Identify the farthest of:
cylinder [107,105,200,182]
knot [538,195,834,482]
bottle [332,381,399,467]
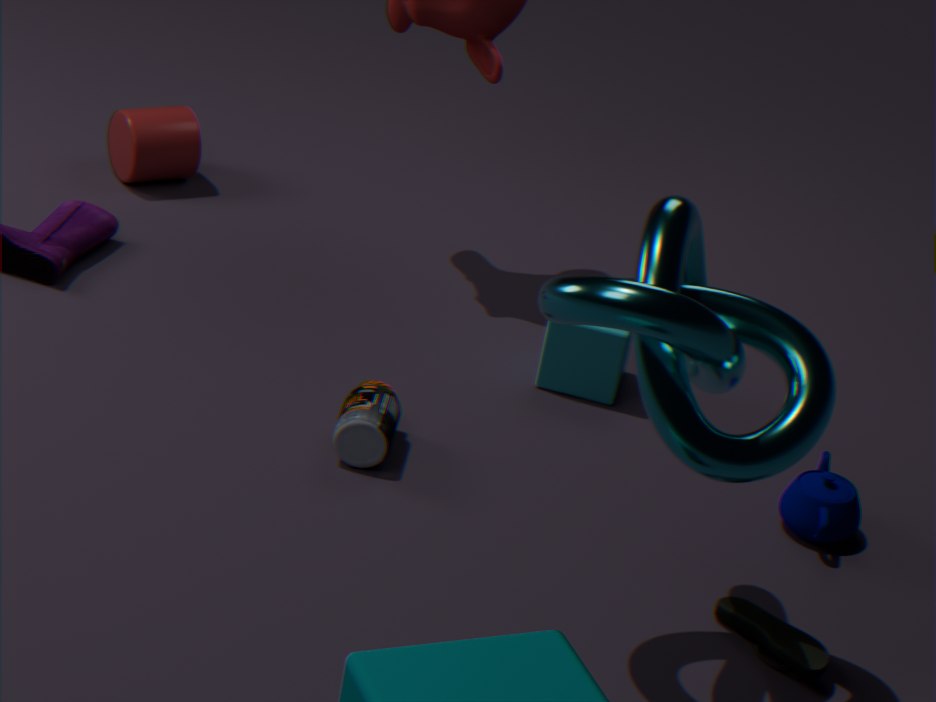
cylinder [107,105,200,182]
